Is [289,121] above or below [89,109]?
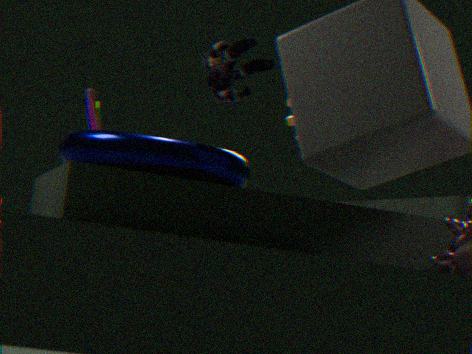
above
